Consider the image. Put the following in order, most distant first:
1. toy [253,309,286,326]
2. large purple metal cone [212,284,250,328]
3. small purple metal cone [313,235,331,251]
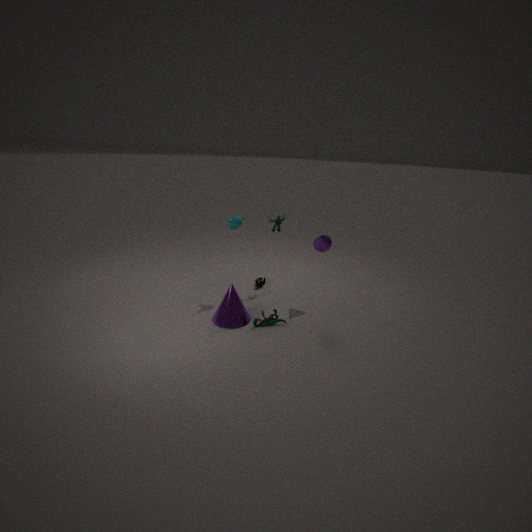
1. small purple metal cone [313,235,331,251]
2. toy [253,309,286,326]
3. large purple metal cone [212,284,250,328]
